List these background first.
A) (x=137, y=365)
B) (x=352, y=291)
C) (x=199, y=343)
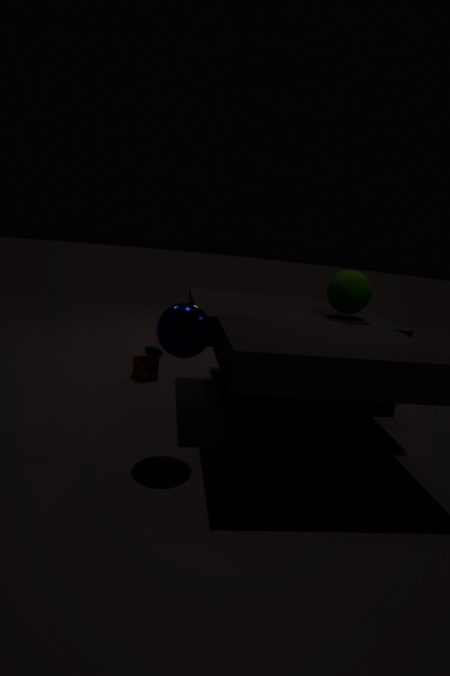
(x=137, y=365) → (x=352, y=291) → (x=199, y=343)
